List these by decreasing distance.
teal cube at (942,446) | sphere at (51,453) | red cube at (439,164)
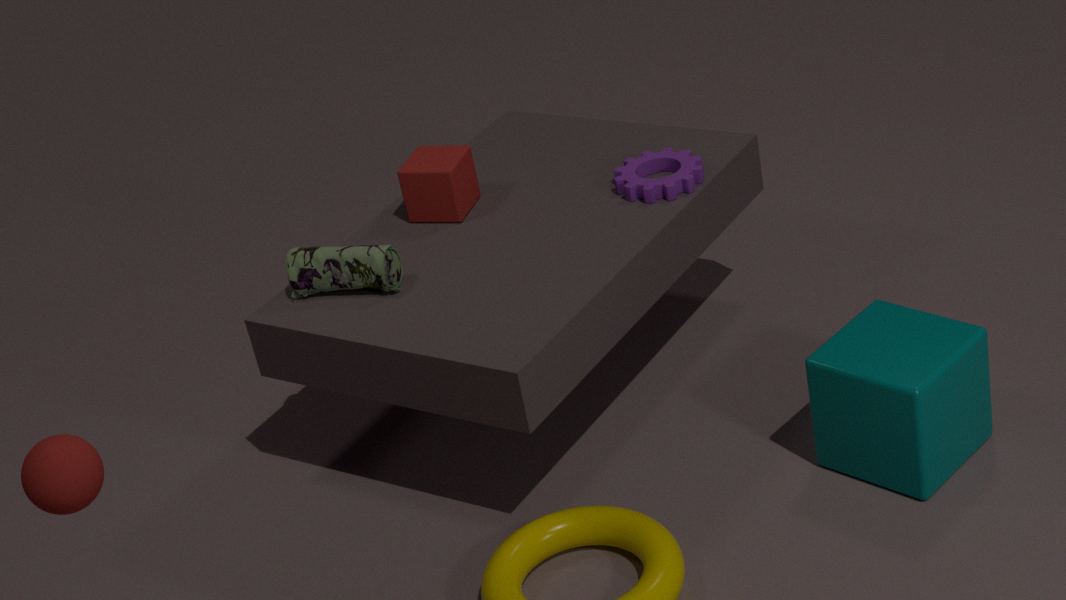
red cube at (439,164) → teal cube at (942,446) → sphere at (51,453)
